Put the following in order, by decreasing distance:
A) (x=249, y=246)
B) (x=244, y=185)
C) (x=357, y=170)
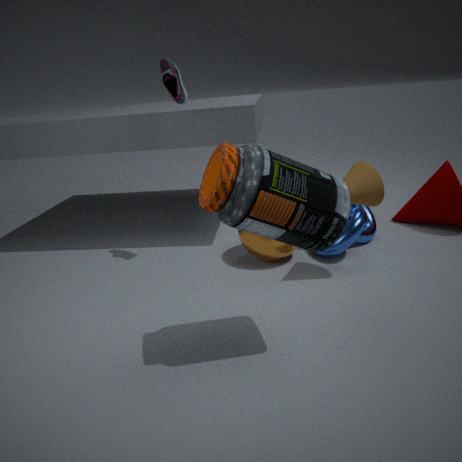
(x=249, y=246), (x=357, y=170), (x=244, y=185)
